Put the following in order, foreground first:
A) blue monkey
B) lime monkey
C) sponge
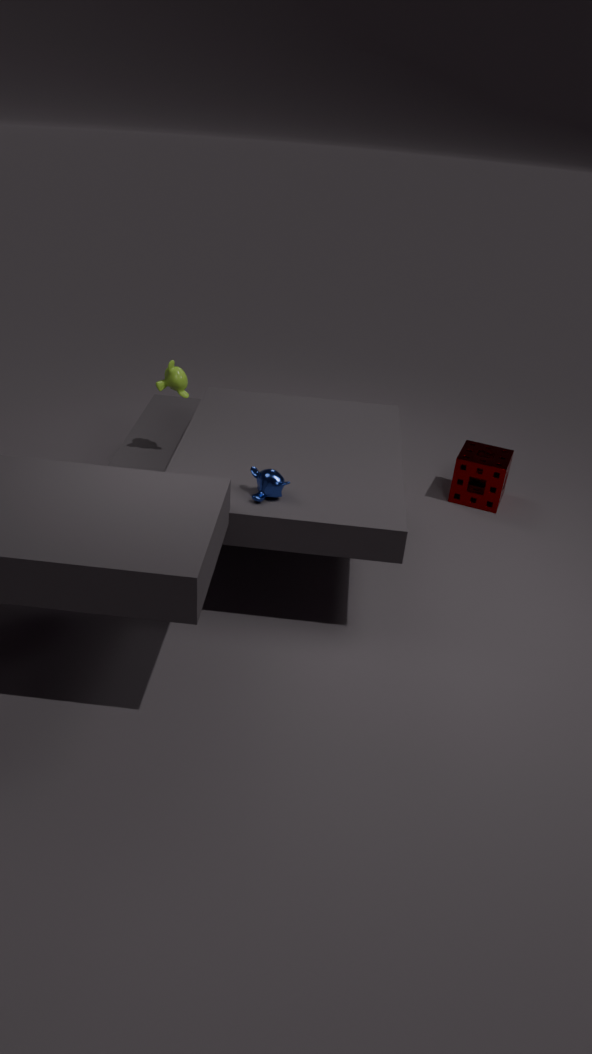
blue monkey → lime monkey → sponge
